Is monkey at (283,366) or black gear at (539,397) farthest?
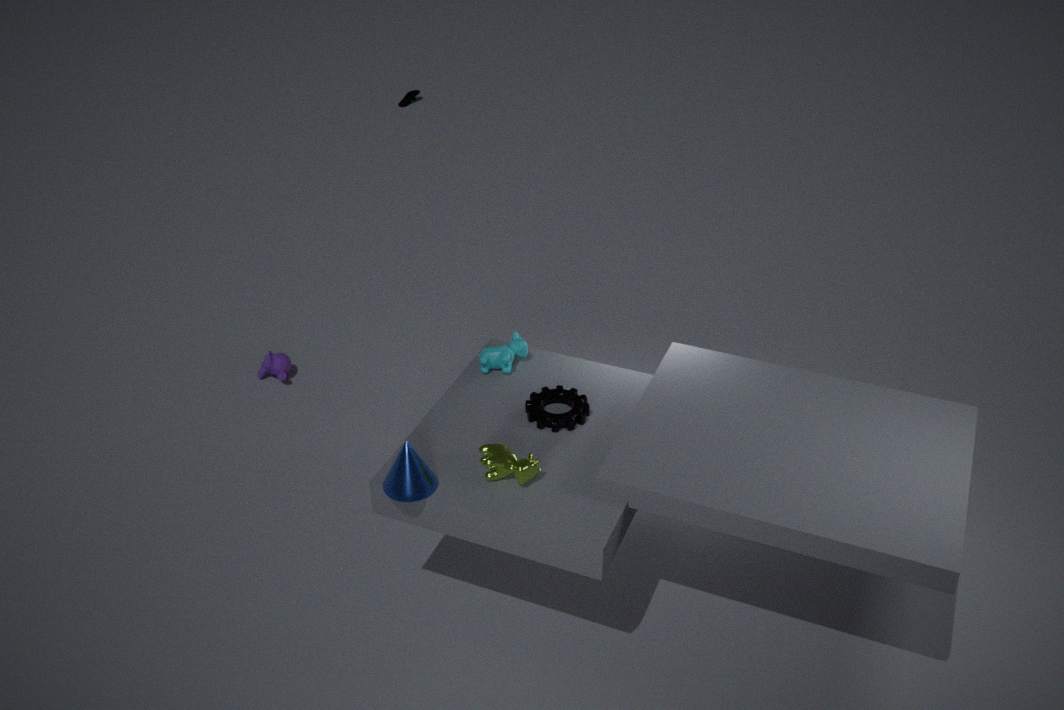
monkey at (283,366)
